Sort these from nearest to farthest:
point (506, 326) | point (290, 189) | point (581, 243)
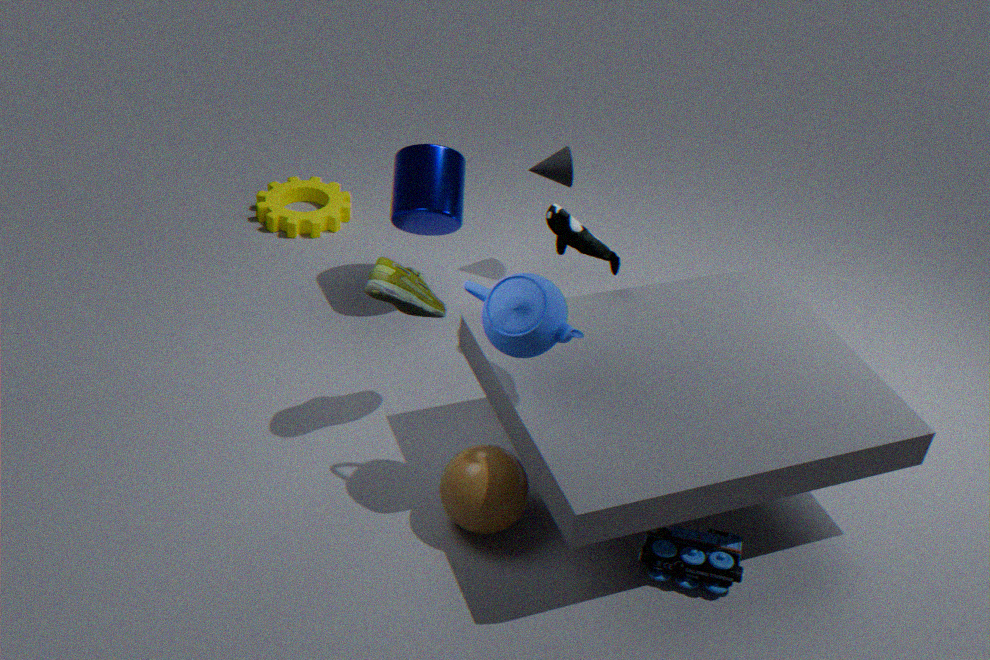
point (506, 326)
point (581, 243)
point (290, 189)
